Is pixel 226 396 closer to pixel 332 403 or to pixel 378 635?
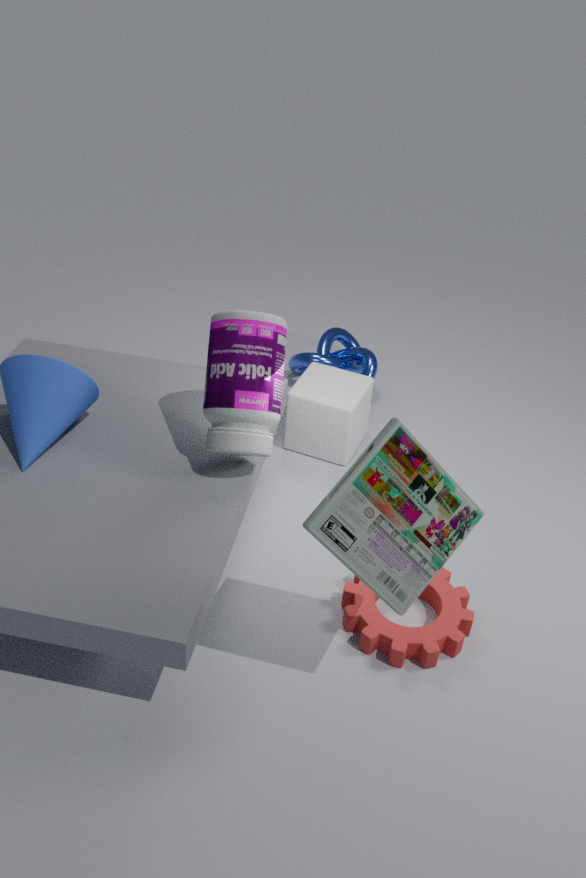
pixel 332 403
